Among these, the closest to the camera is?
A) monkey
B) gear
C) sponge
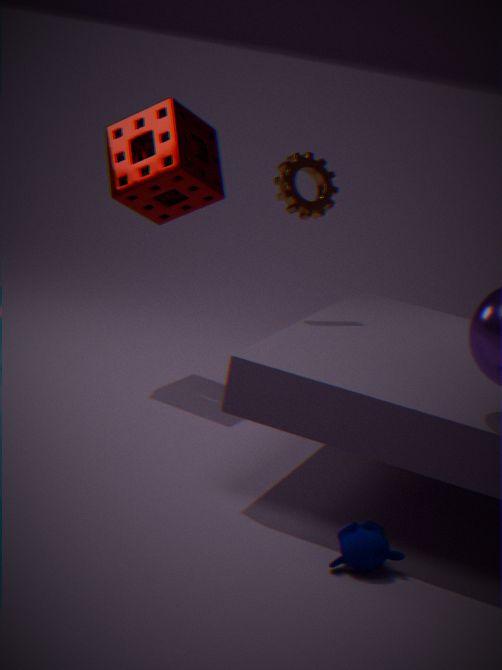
monkey
